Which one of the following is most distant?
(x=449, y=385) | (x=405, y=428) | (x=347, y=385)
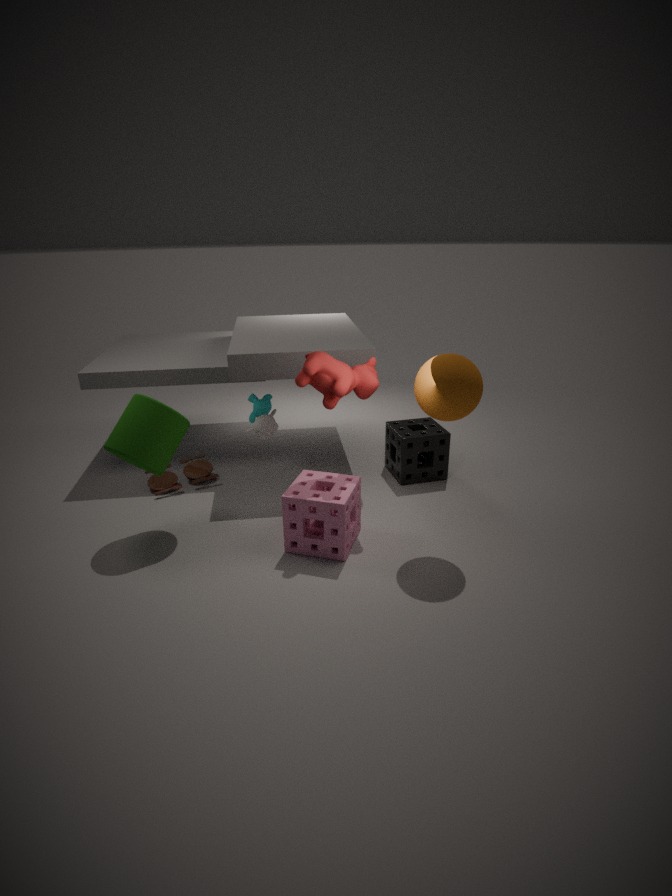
(x=405, y=428)
